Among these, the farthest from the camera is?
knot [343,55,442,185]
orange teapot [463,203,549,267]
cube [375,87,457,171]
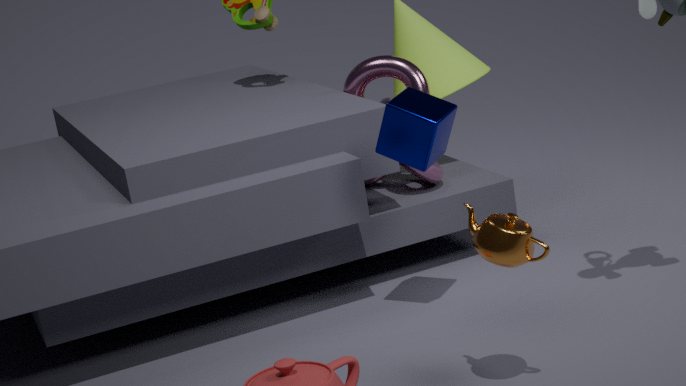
knot [343,55,442,185]
